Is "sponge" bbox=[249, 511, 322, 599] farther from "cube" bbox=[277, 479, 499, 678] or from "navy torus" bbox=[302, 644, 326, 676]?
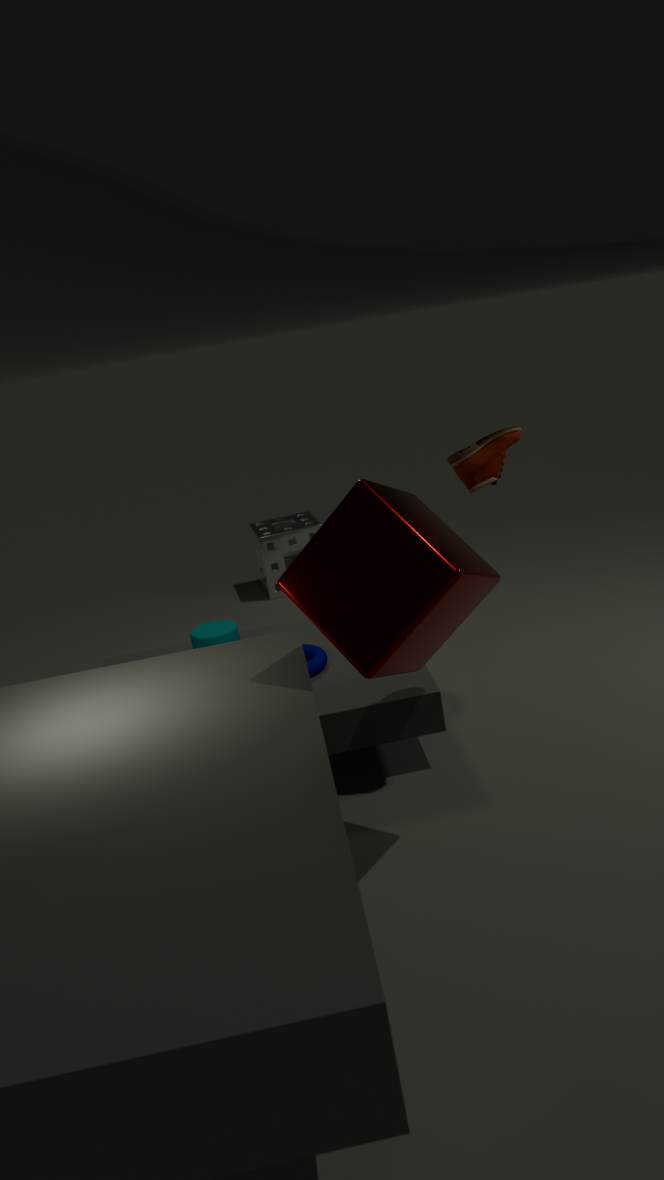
"cube" bbox=[277, 479, 499, 678]
